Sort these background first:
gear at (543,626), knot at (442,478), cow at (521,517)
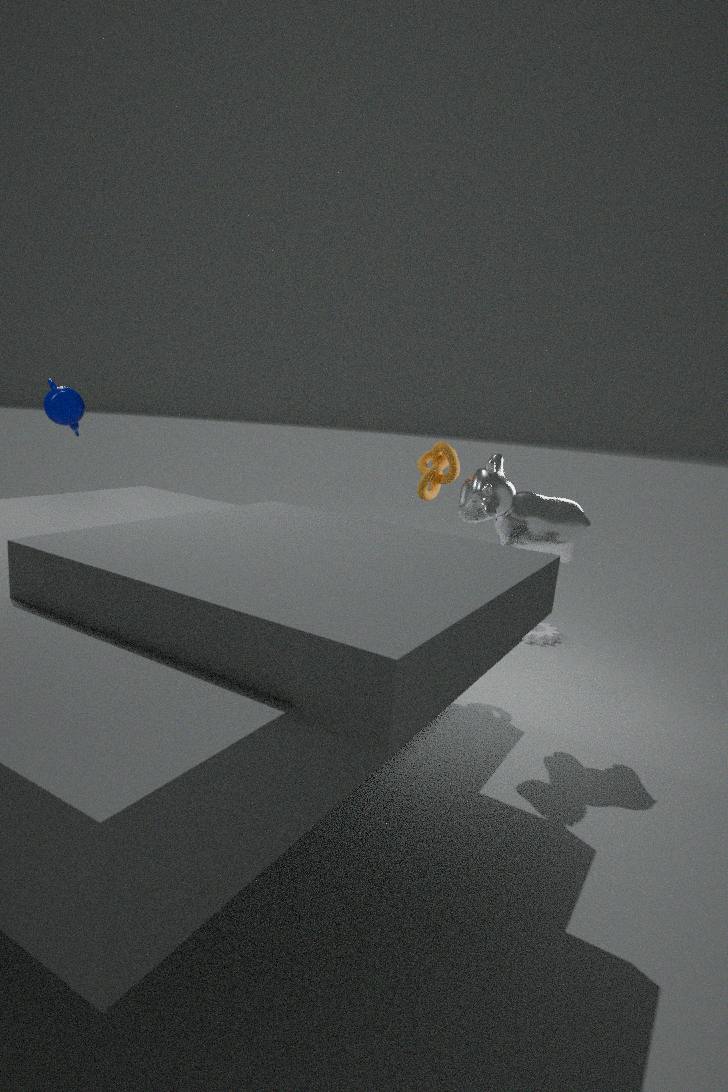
gear at (543,626) < knot at (442,478) < cow at (521,517)
